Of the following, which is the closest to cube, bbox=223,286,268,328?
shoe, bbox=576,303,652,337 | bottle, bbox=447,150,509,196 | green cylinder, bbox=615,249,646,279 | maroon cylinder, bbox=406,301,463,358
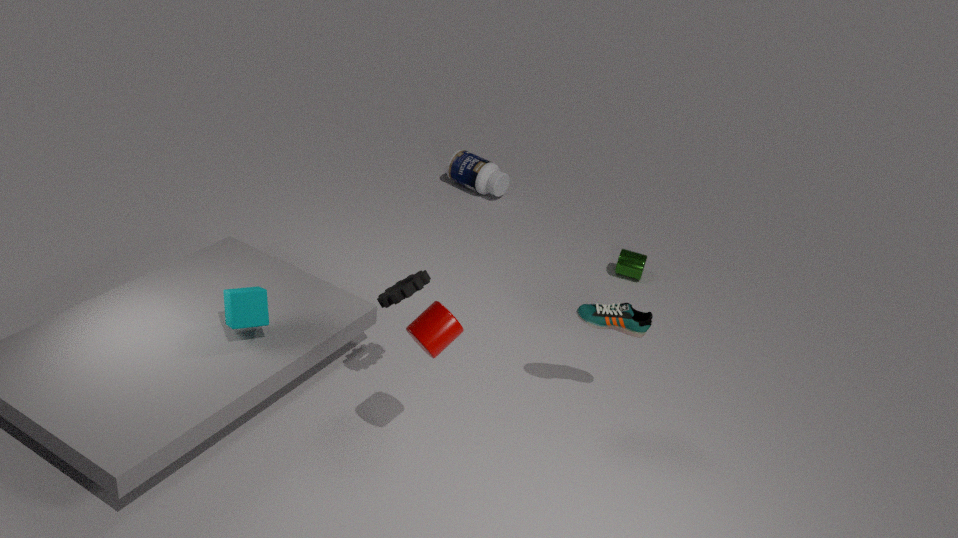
maroon cylinder, bbox=406,301,463,358
